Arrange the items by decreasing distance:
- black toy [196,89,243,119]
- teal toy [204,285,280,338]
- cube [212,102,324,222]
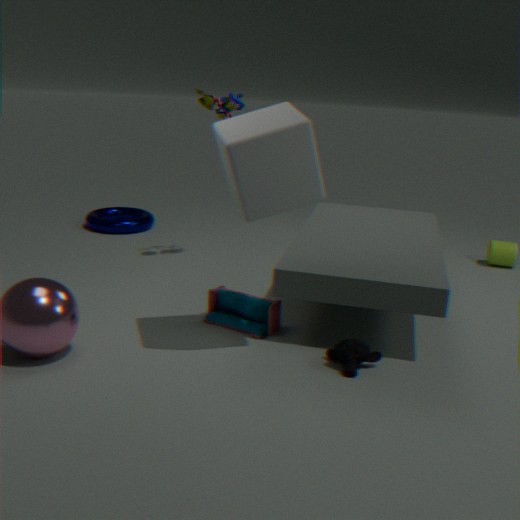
black toy [196,89,243,119] → teal toy [204,285,280,338] → cube [212,102,324,222]
